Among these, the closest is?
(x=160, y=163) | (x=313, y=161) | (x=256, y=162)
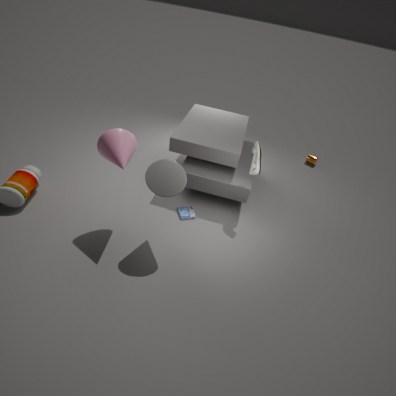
(x=160, y=163)
